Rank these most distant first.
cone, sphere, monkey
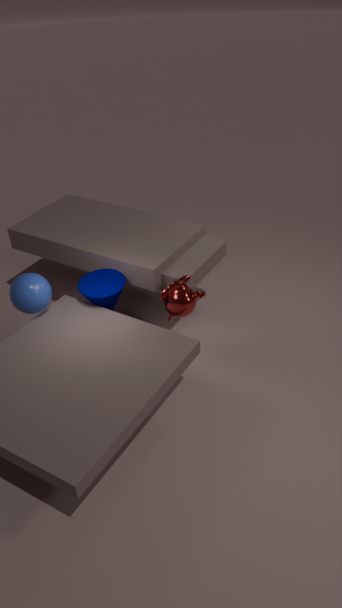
cone < sphere < monkey
